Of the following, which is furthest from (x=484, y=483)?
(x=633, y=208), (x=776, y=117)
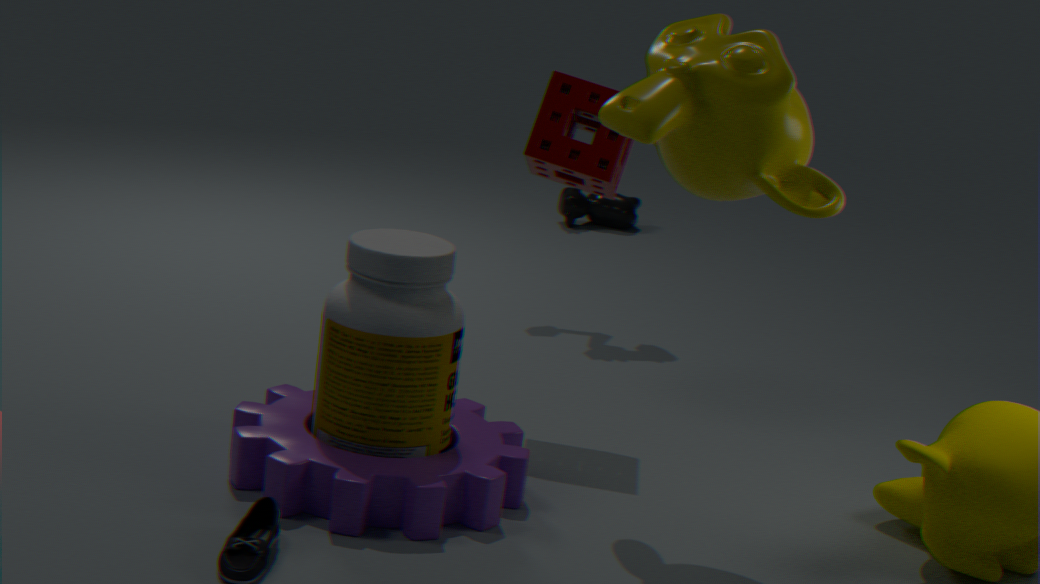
(x=633, y=208)
